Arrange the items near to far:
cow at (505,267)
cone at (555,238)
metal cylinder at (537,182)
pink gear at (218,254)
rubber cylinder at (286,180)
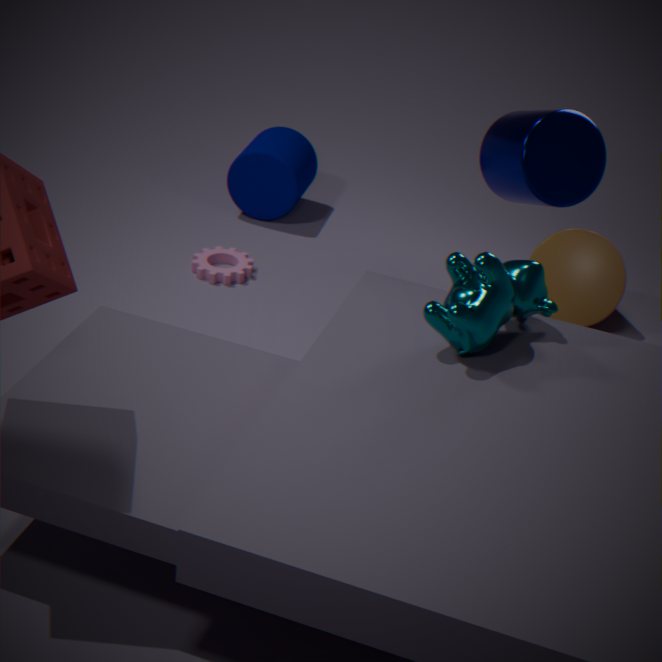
cow at (505,267) < metal cylinder at (537,182) < cone at (555,238) < pink gear at (218,254) < rubber cylinder at (286,180)
